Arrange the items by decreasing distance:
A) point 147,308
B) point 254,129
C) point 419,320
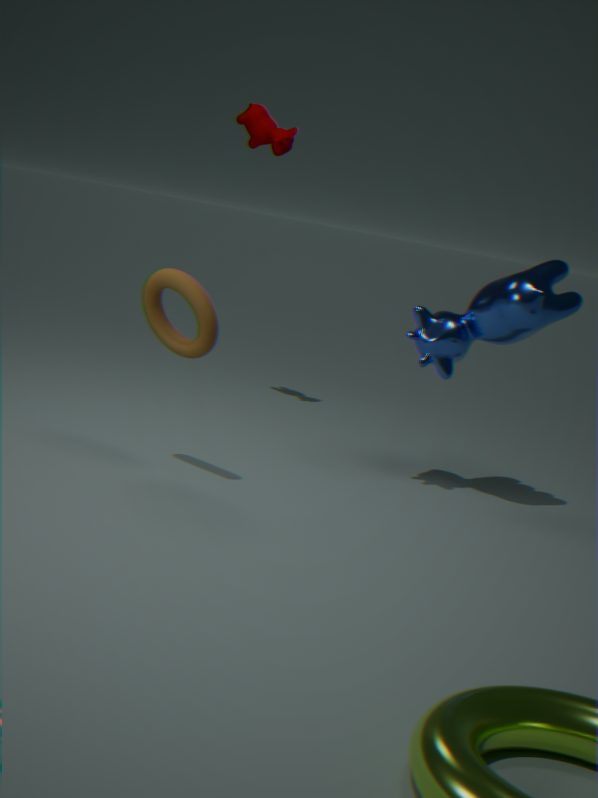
point 254,129 → point 419,320 → point 147,308
